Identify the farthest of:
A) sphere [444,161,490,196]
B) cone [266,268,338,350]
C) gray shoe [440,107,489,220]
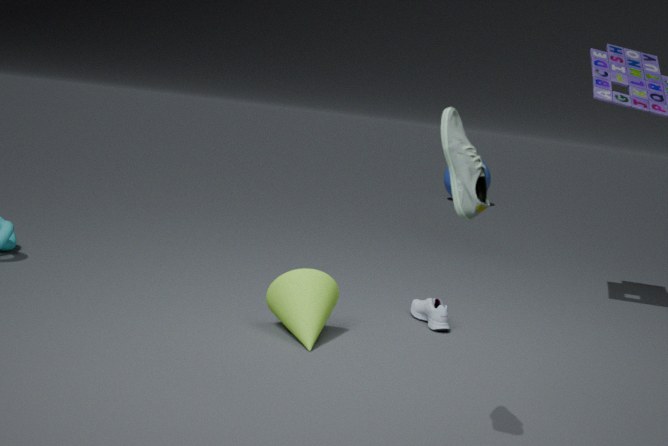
sphere [444,161,490,196]
